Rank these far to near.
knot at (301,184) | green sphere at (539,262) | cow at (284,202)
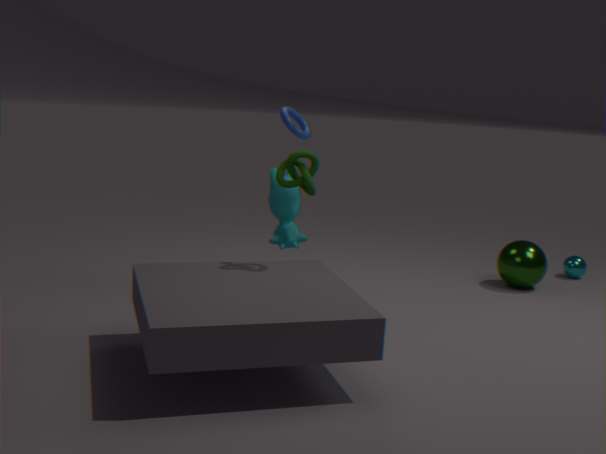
green sphere at (539,262)
cow at (284,202)
knot at (301,184)
